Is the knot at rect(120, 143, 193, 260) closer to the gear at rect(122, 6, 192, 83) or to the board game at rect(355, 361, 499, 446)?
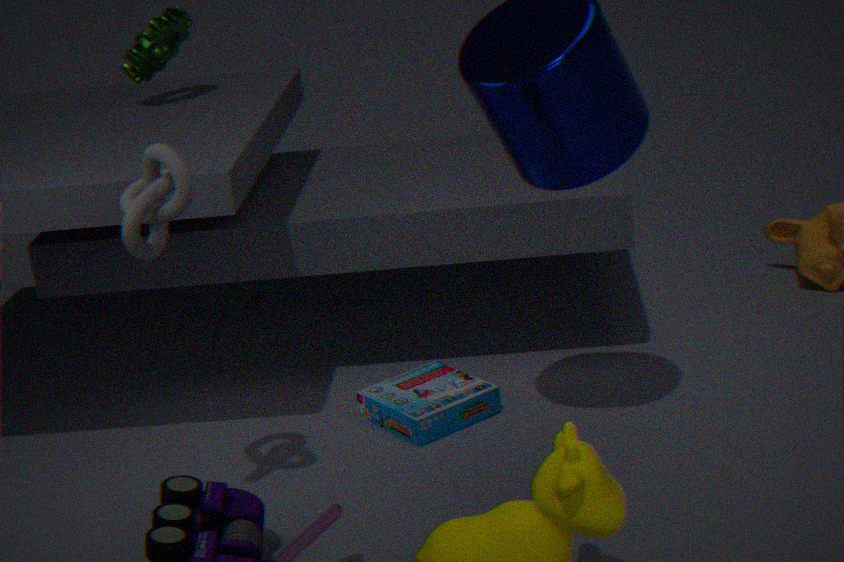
the board game at rect(355, 361, 499, 446)
